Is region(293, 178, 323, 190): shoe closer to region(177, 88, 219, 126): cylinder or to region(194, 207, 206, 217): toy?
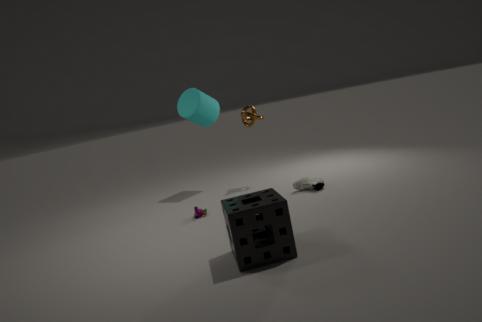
region(194, 207, 206, 217): toy
